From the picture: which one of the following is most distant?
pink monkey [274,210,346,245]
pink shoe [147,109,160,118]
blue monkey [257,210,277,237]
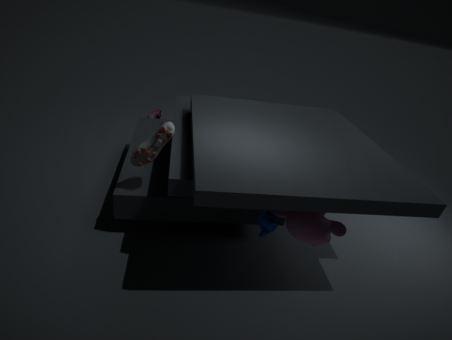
pink shoe [147,109,160,118]
